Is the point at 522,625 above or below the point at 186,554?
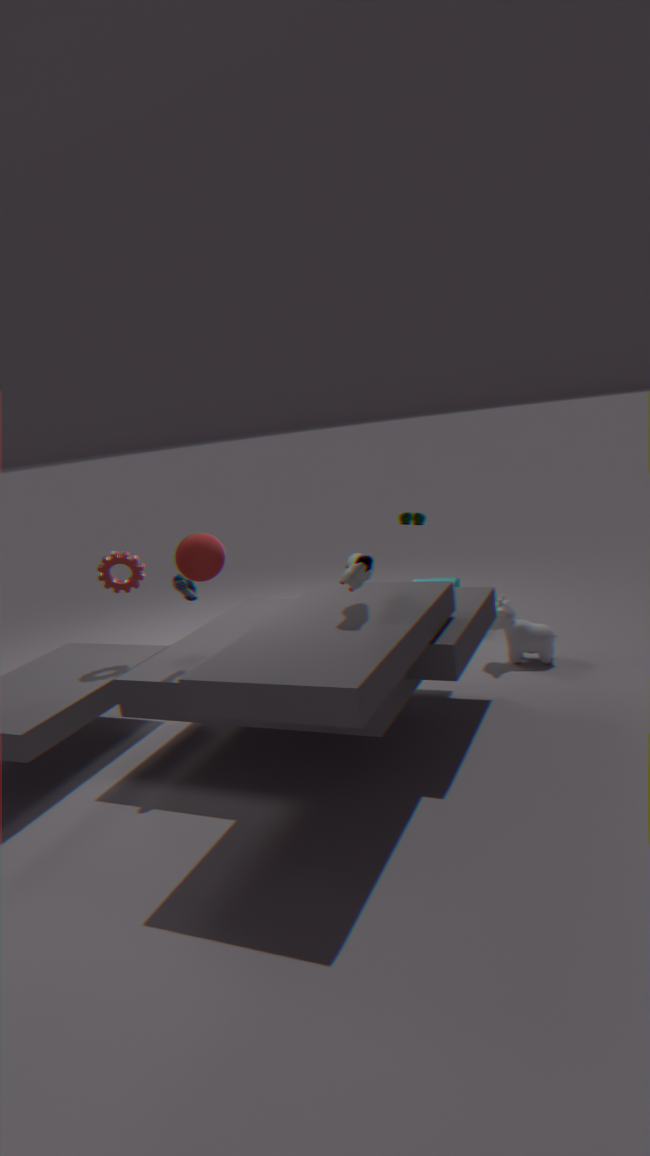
below
